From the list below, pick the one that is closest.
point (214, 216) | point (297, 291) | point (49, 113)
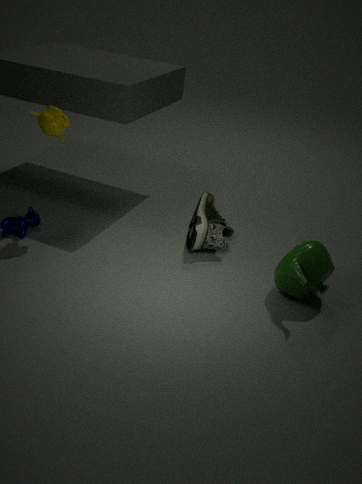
point (297, 291)
